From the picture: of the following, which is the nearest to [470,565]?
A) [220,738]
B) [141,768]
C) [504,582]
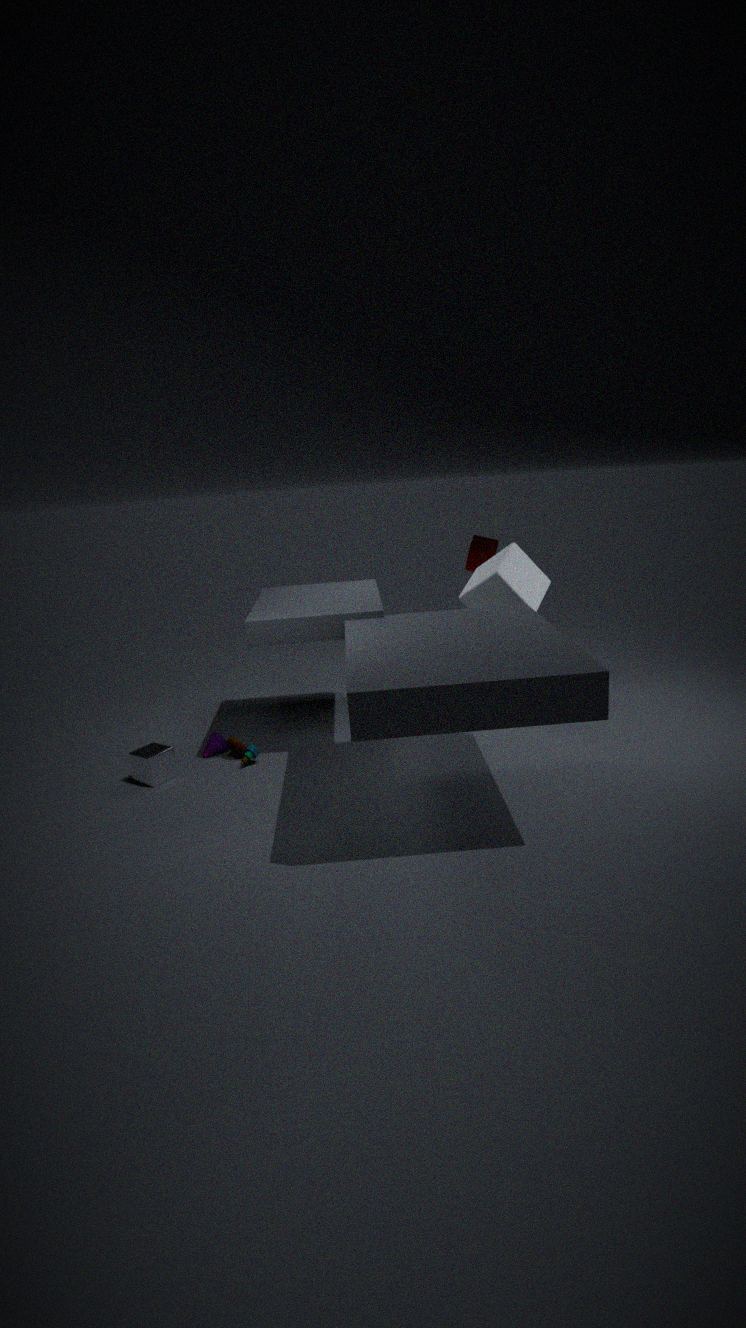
[504,582]
